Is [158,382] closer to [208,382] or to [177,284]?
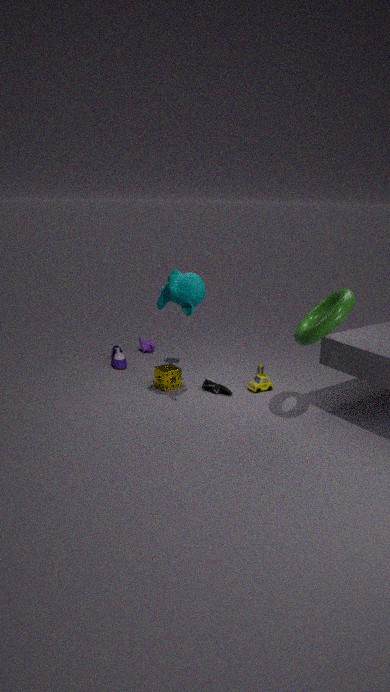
[208,382]
